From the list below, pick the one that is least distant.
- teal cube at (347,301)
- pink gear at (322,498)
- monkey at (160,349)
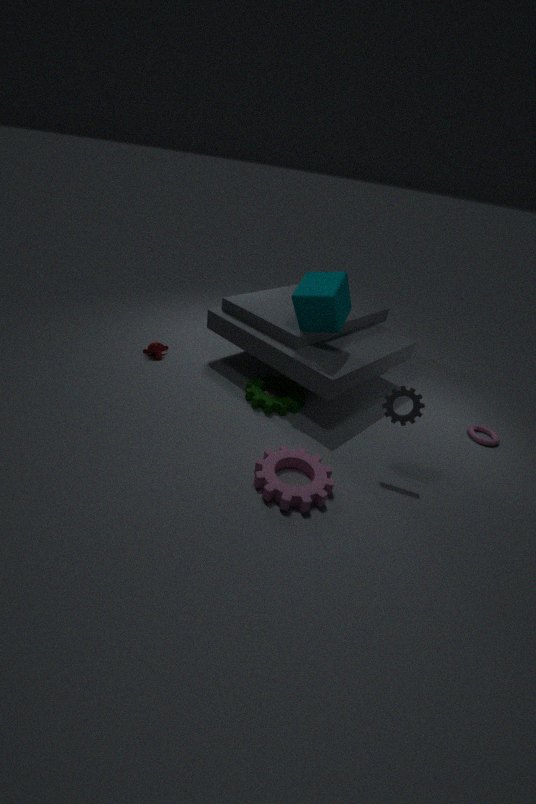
pink gear at (322,498)
